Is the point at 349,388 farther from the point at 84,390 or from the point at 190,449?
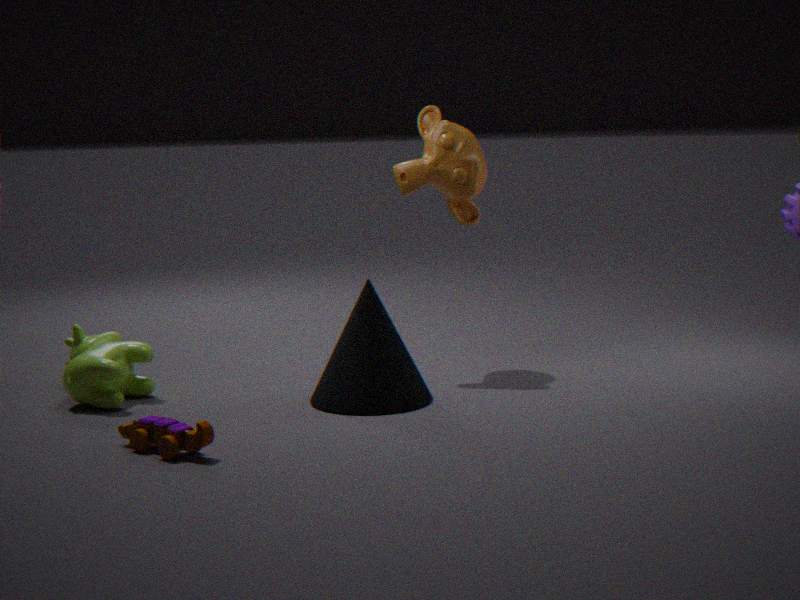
the point at 84,390
